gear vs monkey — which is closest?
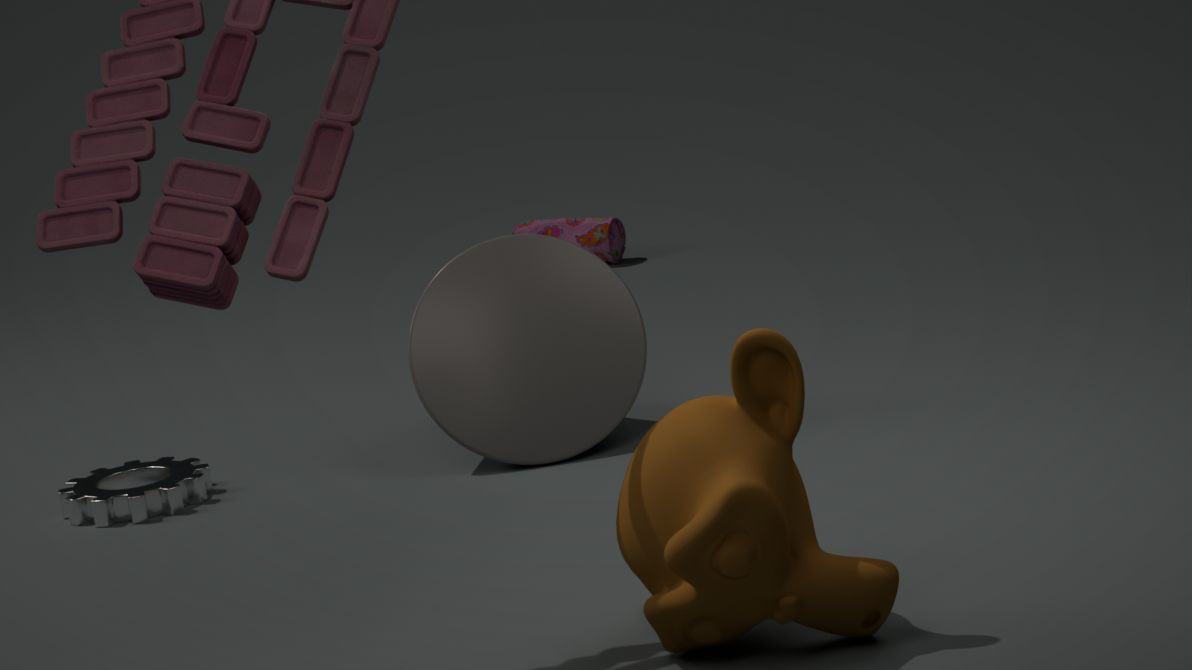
monkey
